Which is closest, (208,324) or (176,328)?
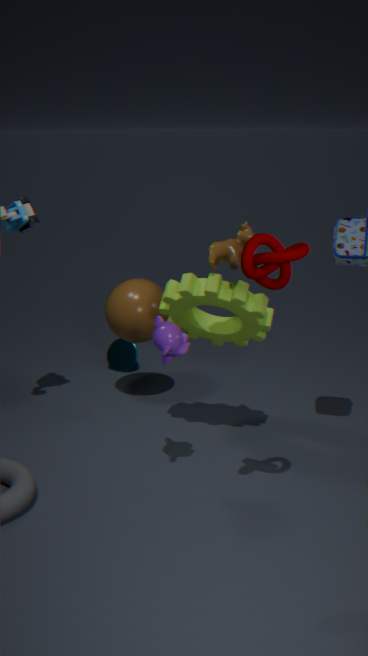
(176,328)
